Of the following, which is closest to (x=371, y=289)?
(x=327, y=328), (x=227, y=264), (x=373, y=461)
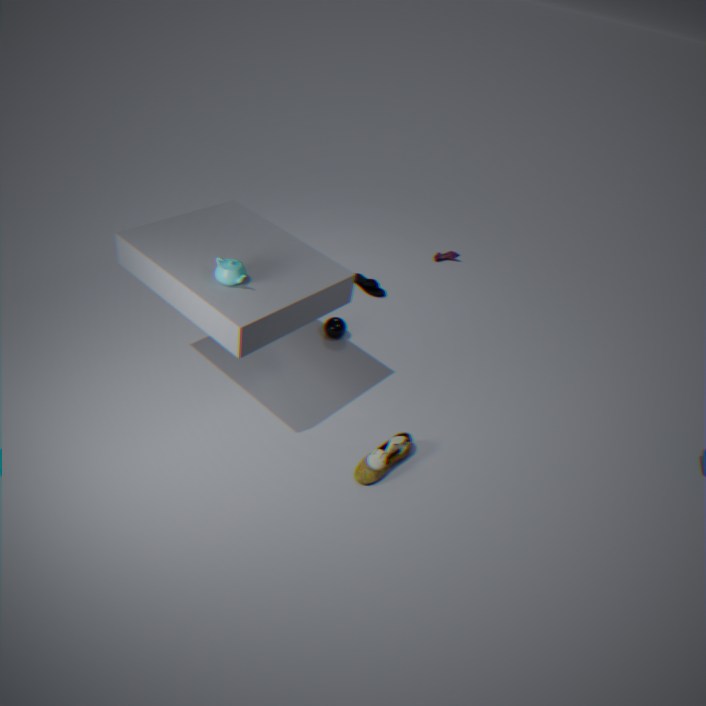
(x=327, y=328)
